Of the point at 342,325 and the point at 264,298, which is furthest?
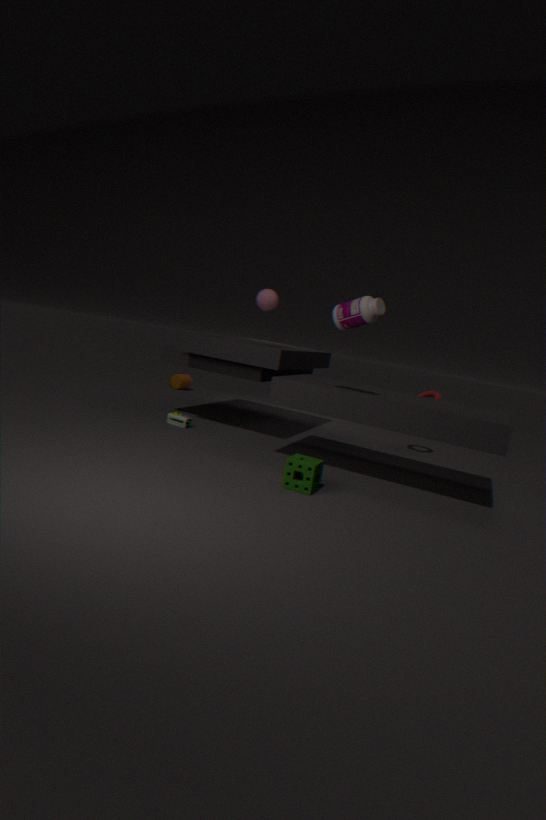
the point at 264,298
